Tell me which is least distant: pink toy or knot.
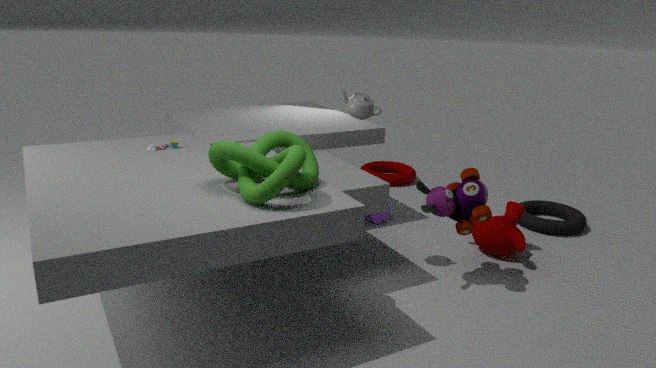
knot
